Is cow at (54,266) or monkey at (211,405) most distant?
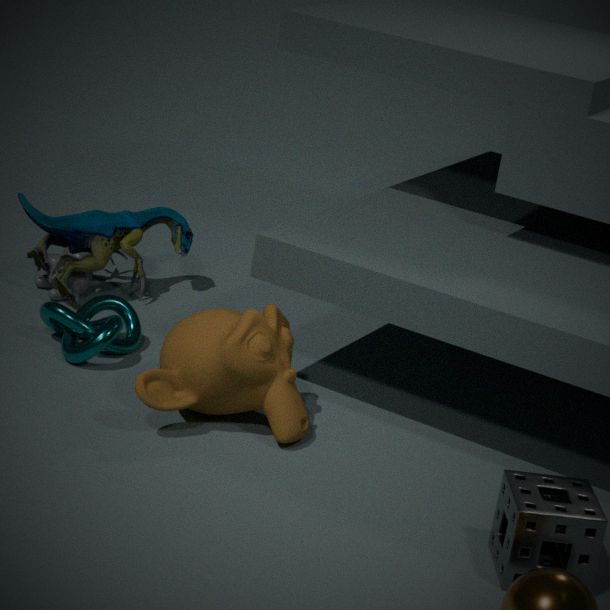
cow at (54,266)
